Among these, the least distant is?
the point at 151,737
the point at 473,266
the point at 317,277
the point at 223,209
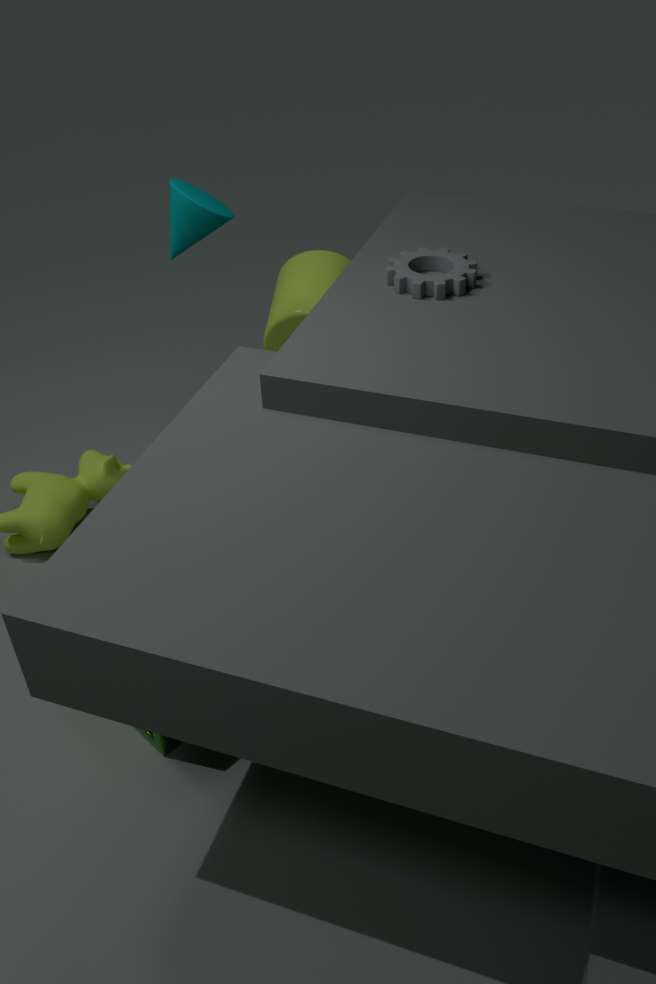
the point at 151,737
